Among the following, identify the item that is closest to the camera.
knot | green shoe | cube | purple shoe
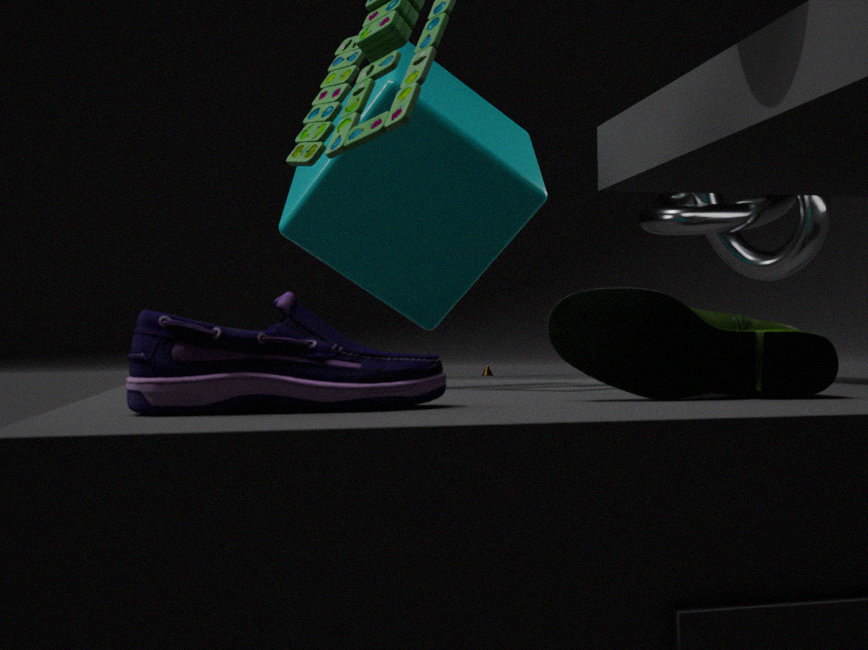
purple shoe
